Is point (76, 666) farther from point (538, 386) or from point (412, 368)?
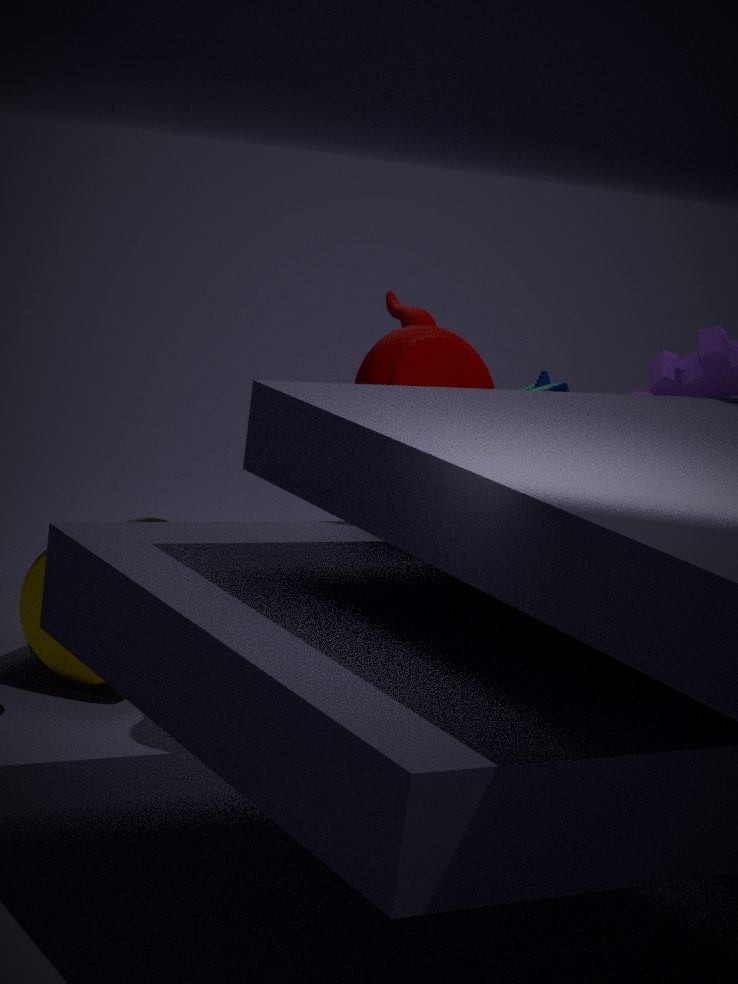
point (538, 386)
